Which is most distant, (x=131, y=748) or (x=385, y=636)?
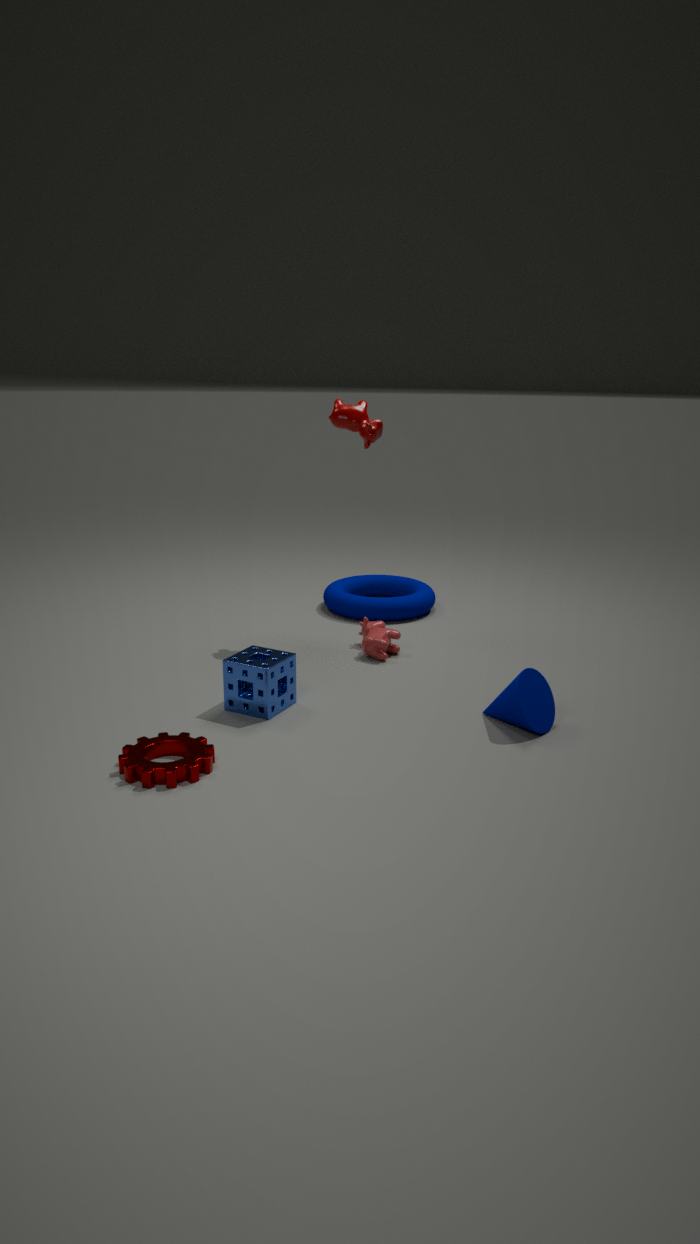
(x=385, y=636)
